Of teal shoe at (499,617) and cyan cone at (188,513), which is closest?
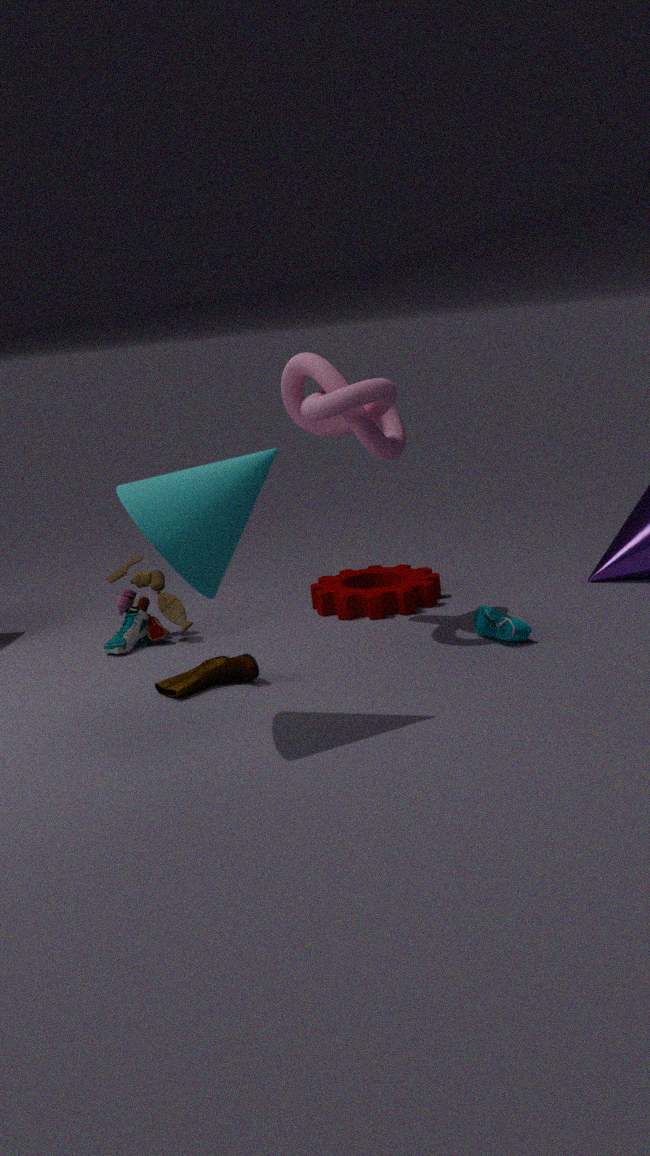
cyan cone at (188,513)
